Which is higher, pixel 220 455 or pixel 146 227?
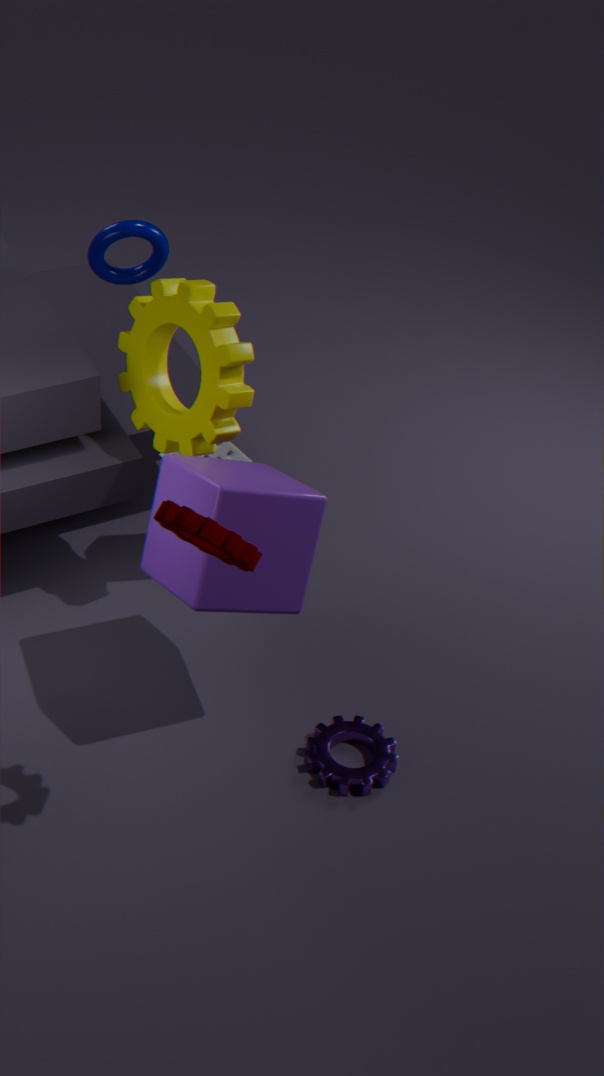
pixel 146 227
